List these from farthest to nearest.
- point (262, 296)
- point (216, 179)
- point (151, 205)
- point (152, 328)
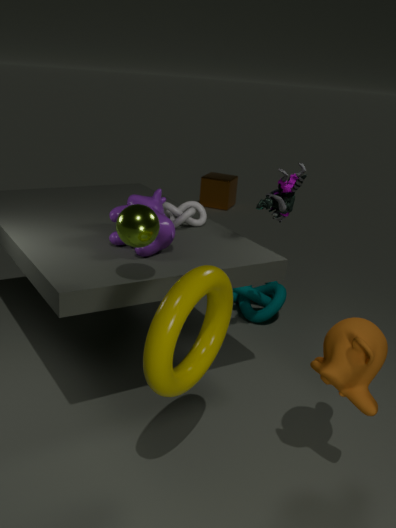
1. point (216, 179)
2. point (262, 296)
3. point (151, 205)
4. point (152, 328)
